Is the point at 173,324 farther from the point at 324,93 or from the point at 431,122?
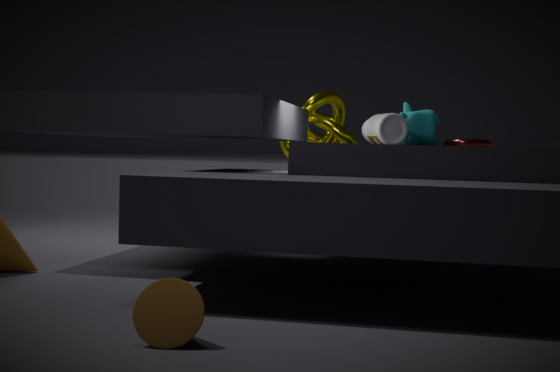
the point at 324,93
